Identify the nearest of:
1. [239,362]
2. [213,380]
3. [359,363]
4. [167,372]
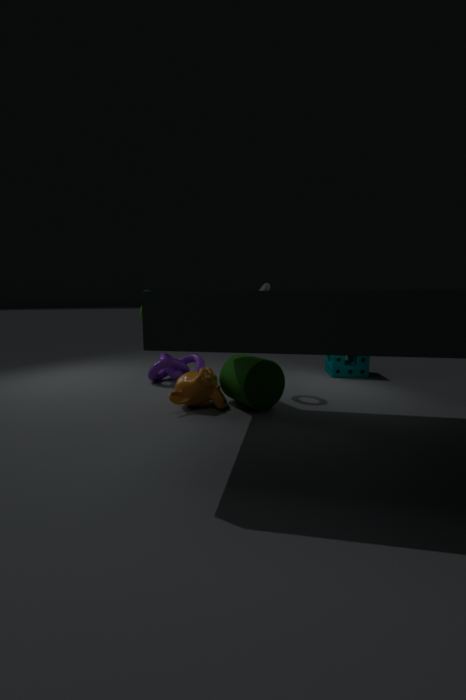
[239,362]
